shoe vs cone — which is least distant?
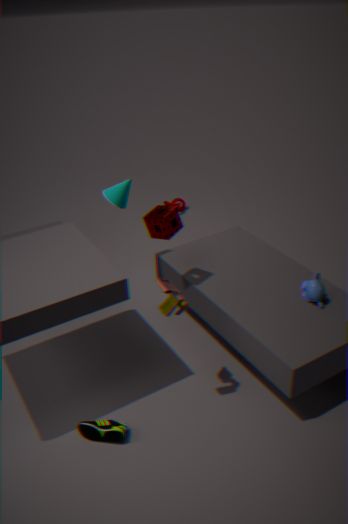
shoe
